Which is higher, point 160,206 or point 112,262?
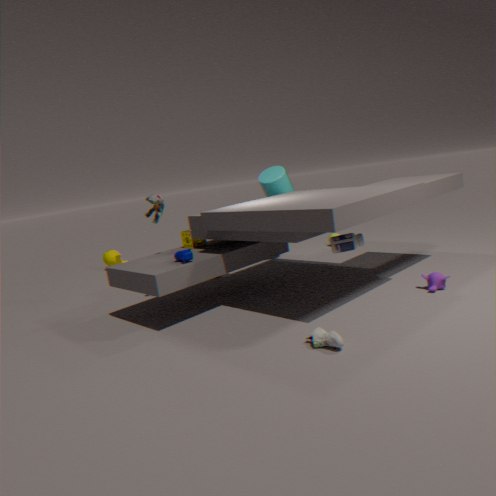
point 160,206
